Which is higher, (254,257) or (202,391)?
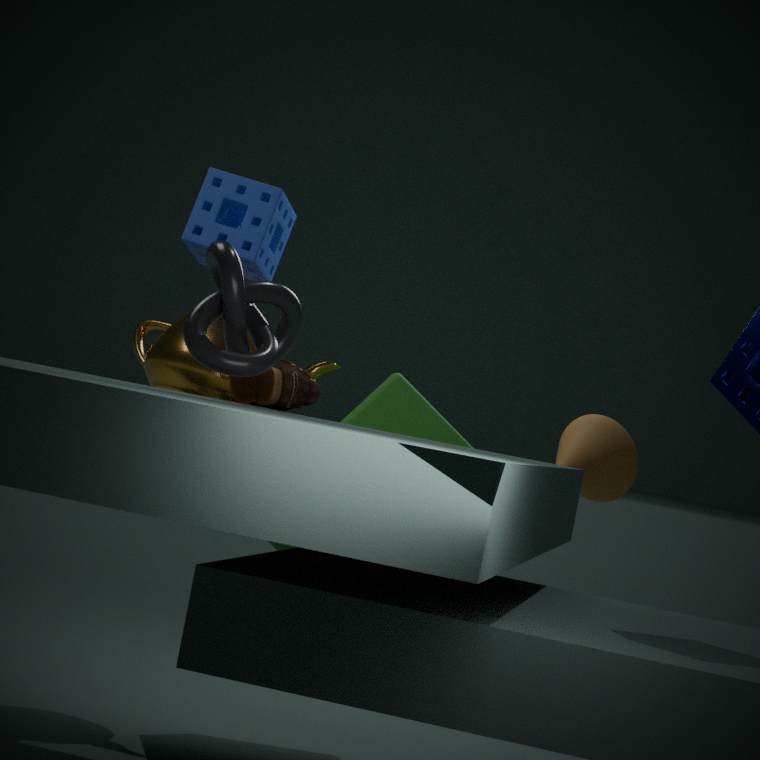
(254,257)
